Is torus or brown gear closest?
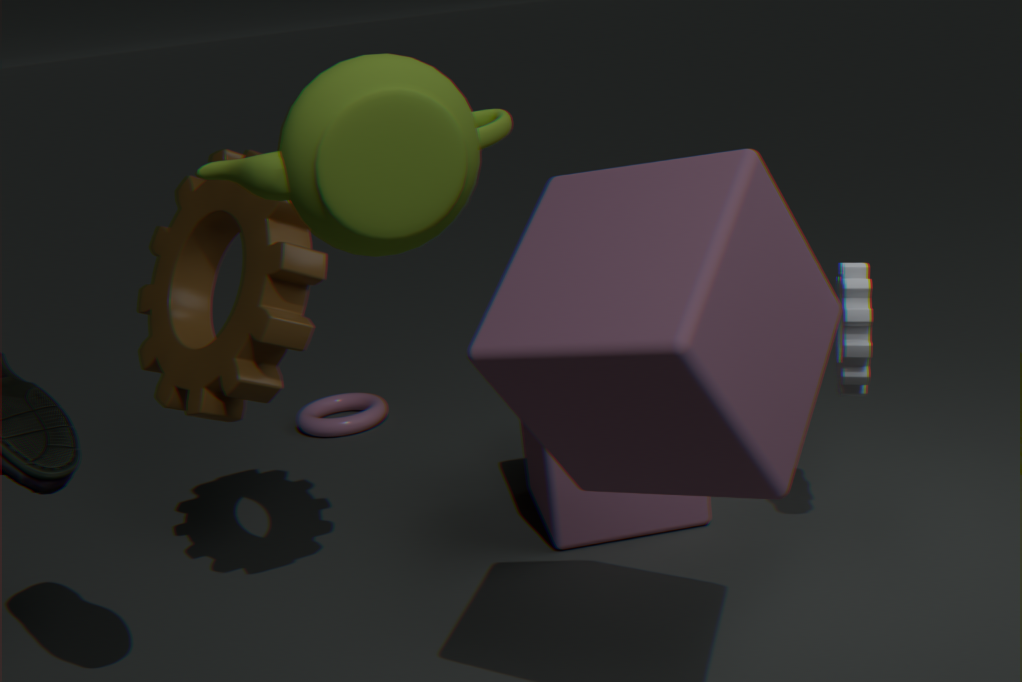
brown gear
